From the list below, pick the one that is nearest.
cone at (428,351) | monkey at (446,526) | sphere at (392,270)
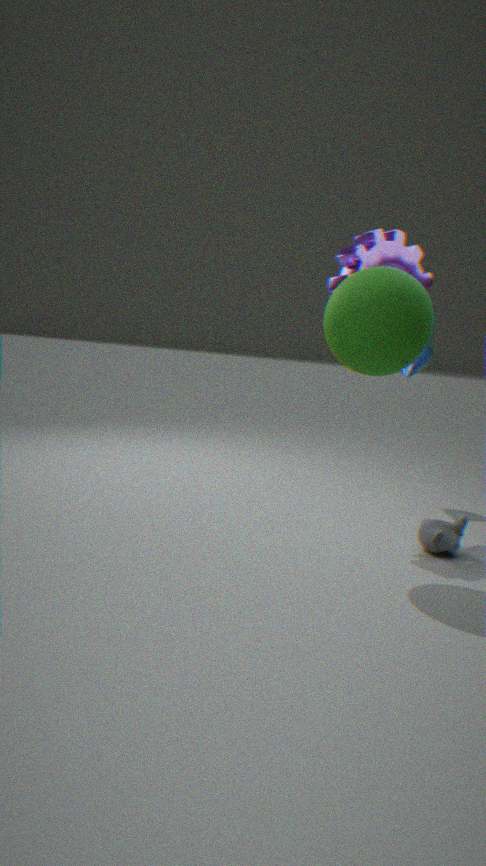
sphere at (392,270)
